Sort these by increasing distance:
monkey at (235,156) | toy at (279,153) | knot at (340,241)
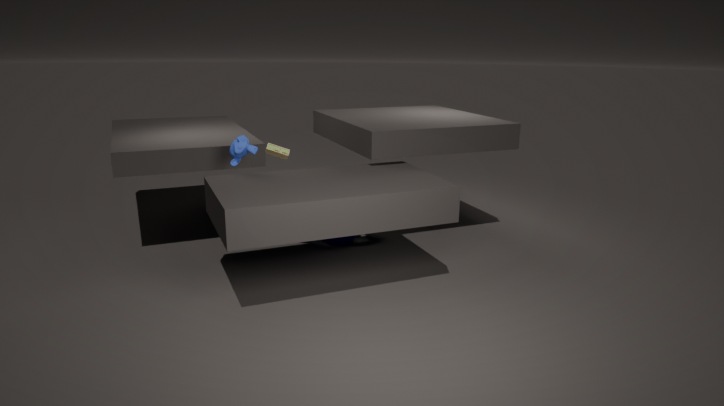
monkey at (235,156)
knot at (340,241)
toy at (279,153)
